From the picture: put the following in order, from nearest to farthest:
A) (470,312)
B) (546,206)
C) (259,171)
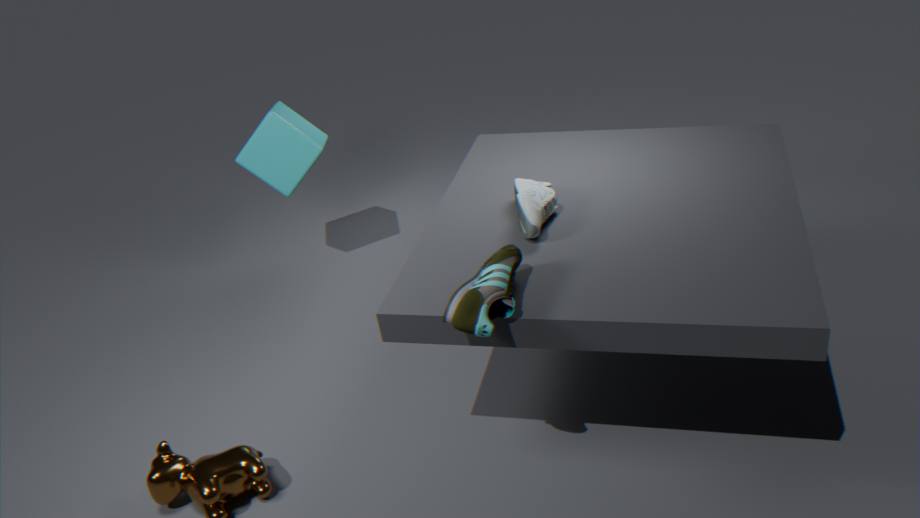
(470,312) < (546,206) < (259,171)
